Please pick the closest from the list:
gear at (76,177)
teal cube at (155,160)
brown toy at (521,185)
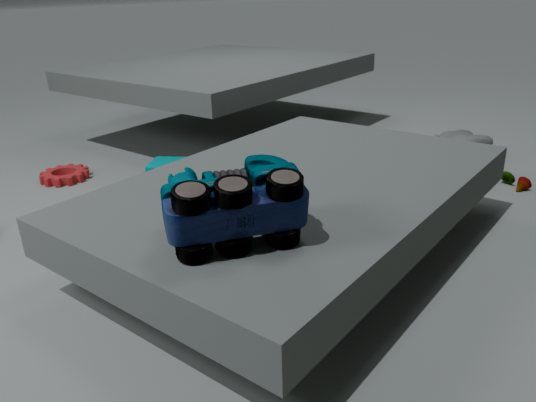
→ teal cube at (155,160)
